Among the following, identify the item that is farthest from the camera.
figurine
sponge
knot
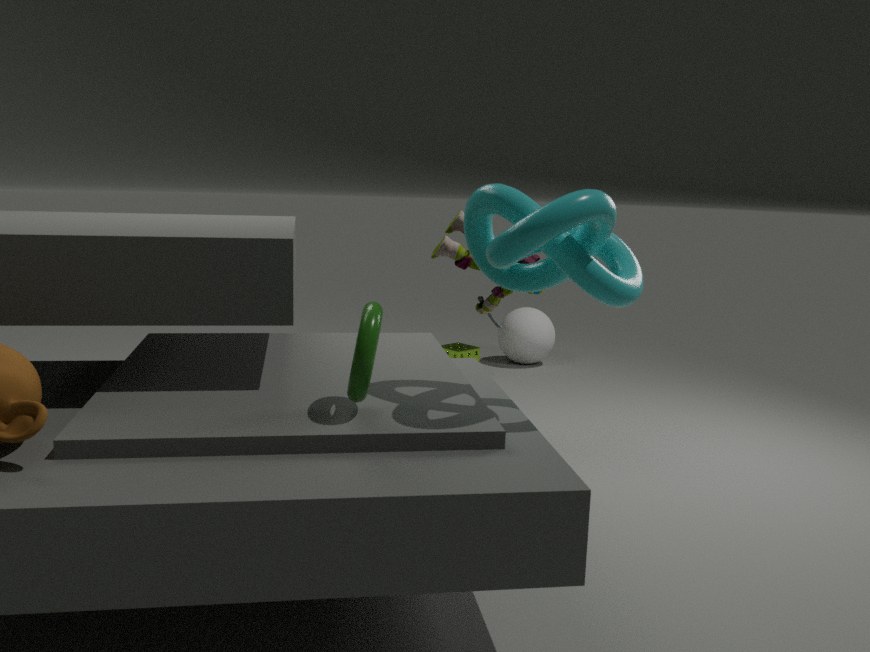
sponge
